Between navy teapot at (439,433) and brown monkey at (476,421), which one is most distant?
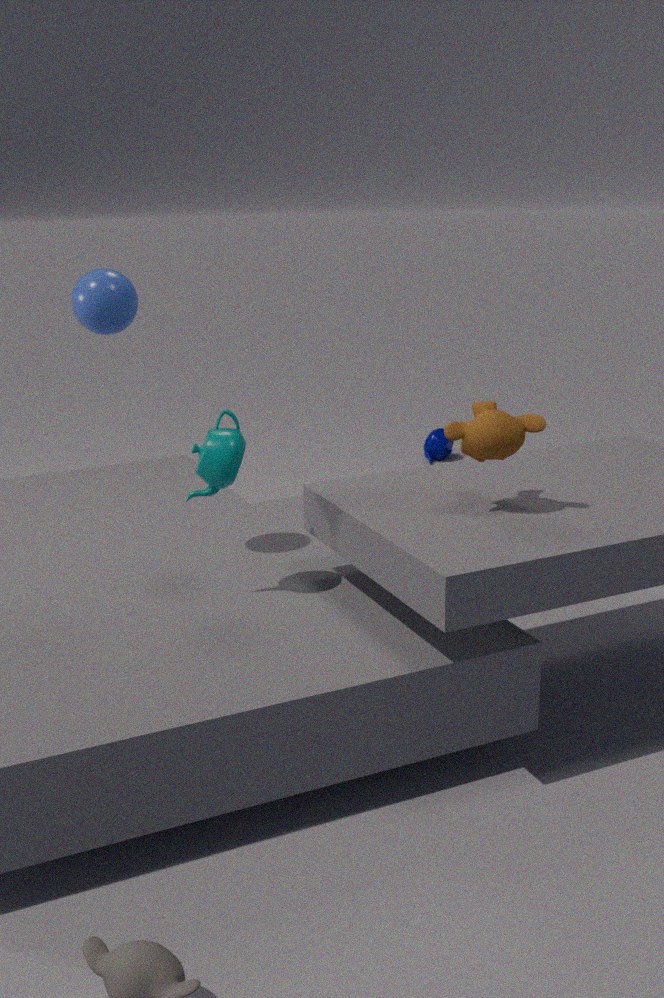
navy teapot at (439,433)
